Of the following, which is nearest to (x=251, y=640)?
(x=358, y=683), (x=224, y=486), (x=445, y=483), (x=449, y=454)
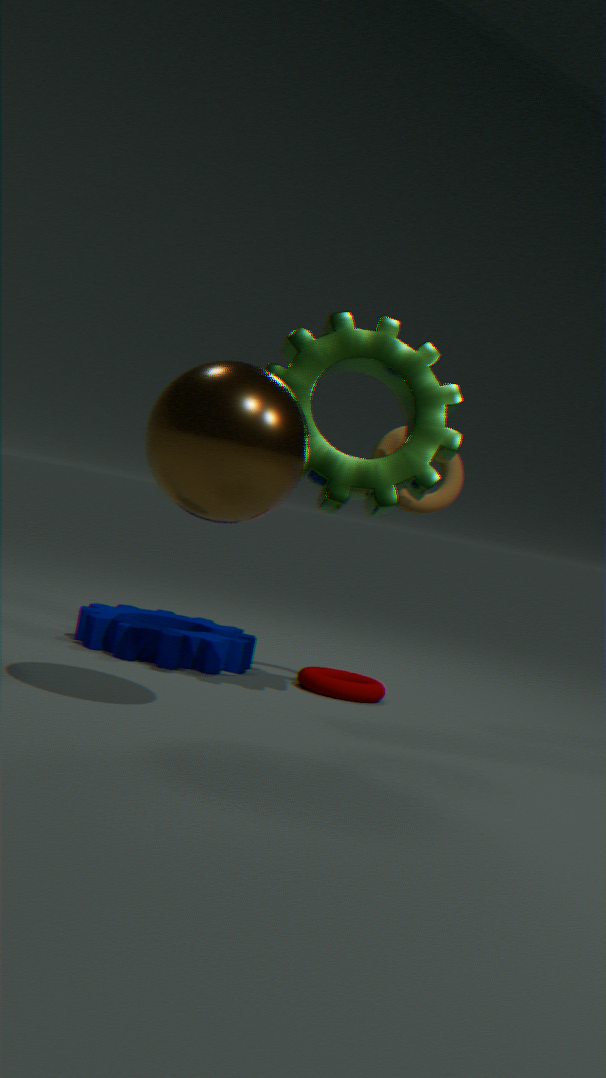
(x=358, y=683)
